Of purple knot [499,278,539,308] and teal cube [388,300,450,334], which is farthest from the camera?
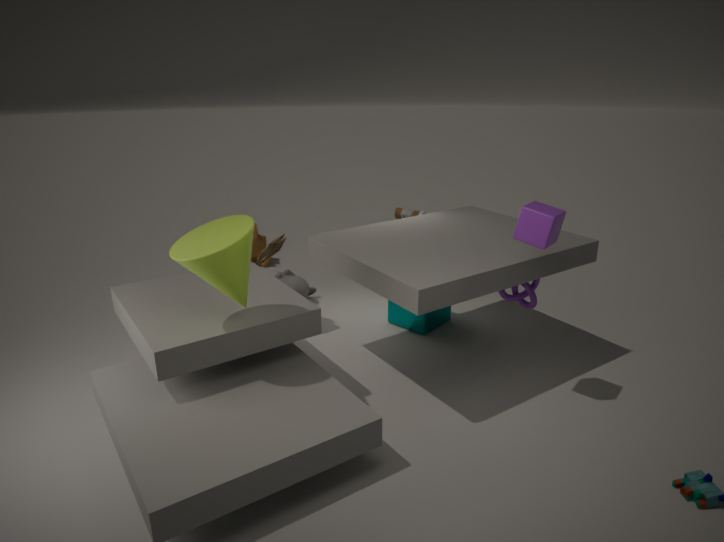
teal cube [388,300,450,334]
